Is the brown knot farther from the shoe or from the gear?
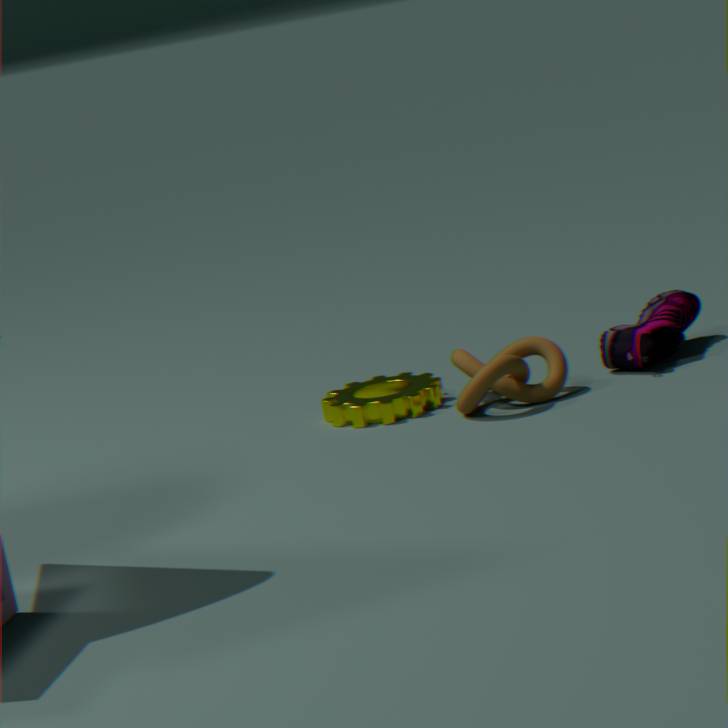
the shoe
